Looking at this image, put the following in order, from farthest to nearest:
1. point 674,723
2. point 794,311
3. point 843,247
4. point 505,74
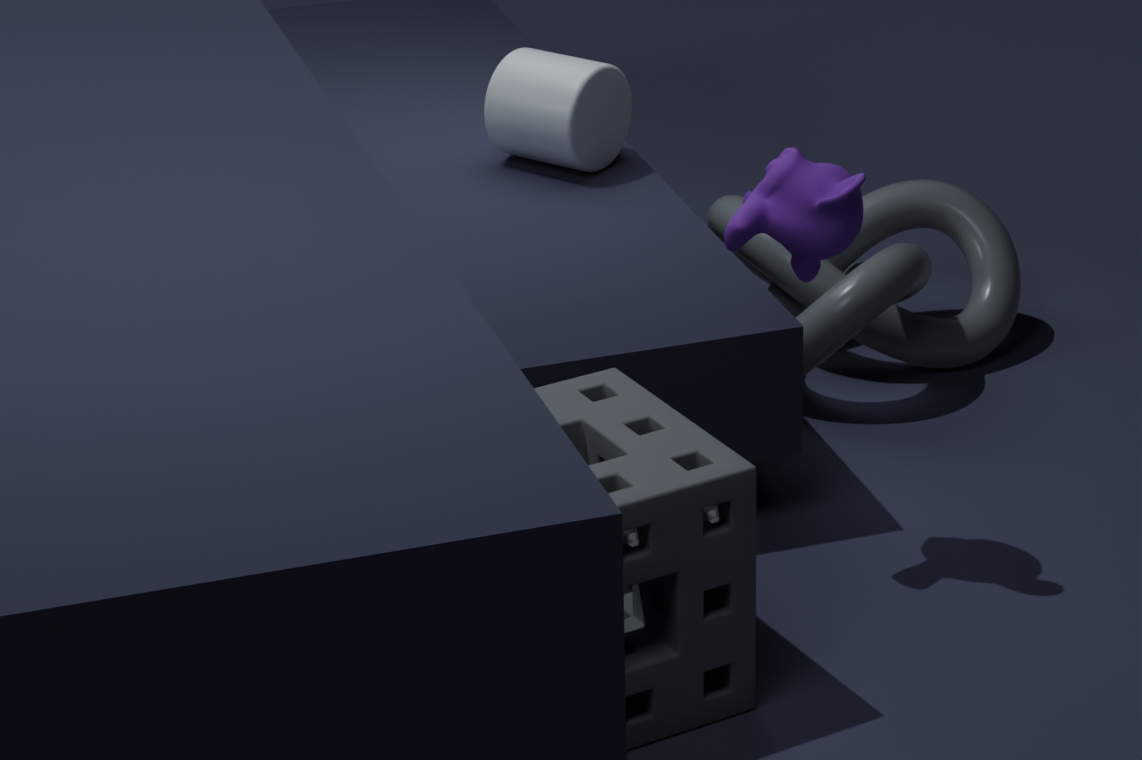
1. point 794,311
2. point 505,74
3. point 843,247
4. point 674,723
